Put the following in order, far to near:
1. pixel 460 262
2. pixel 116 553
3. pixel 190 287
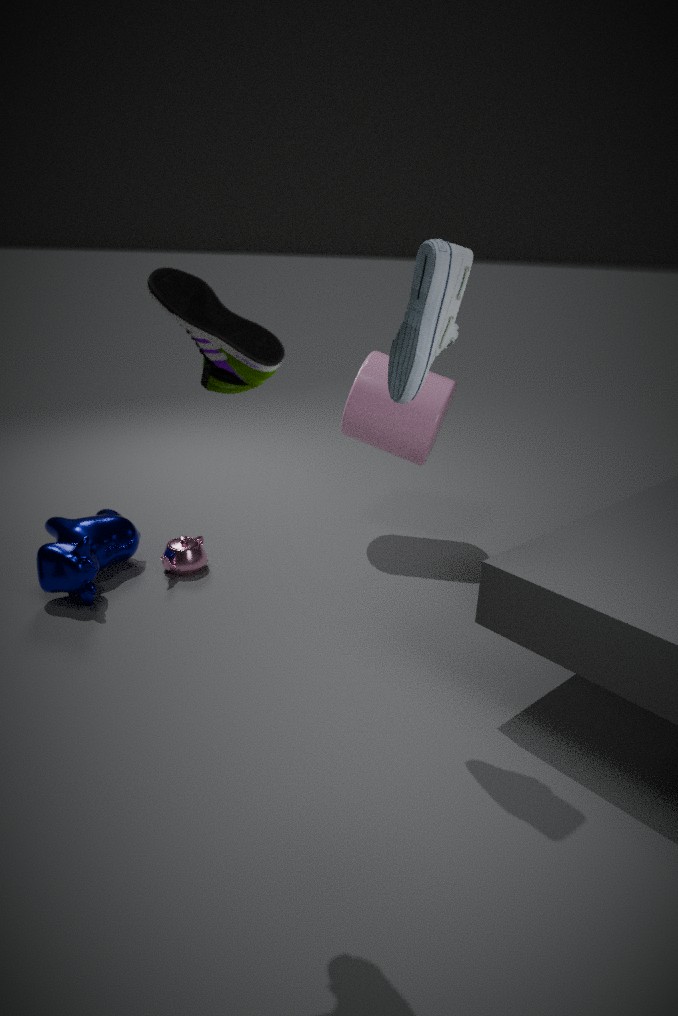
pixel 116 553, pixel 460 262, pixel 190 287
